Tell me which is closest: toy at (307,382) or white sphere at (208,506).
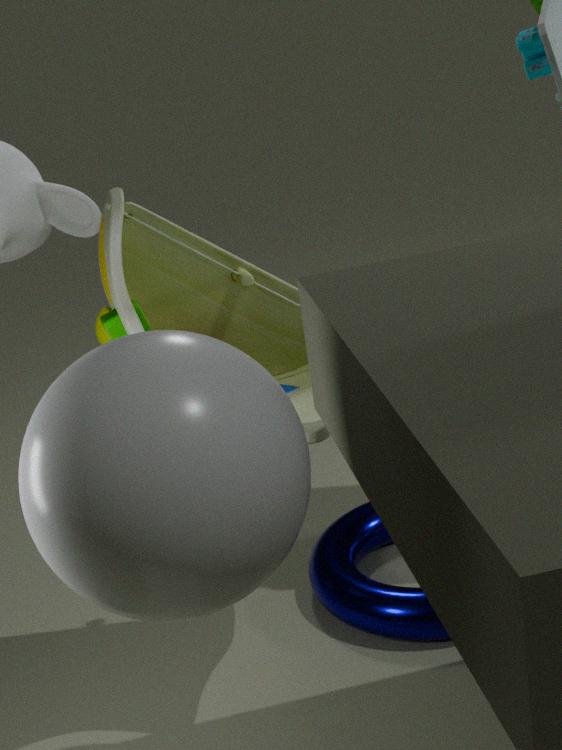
white sphere at (208,506)
